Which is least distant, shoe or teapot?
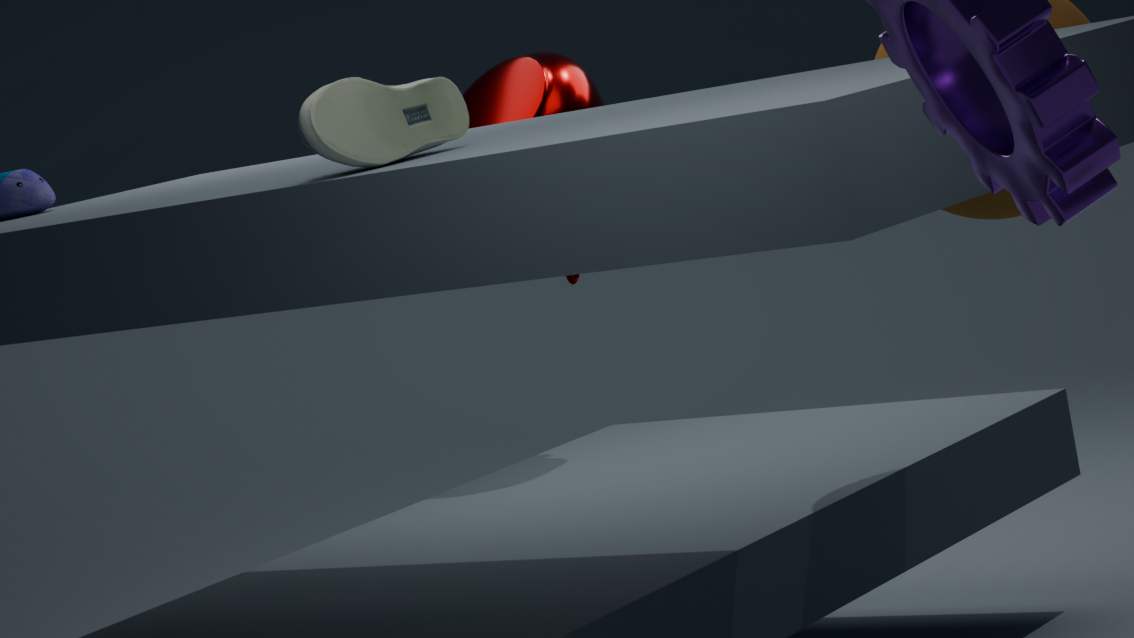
shoe
